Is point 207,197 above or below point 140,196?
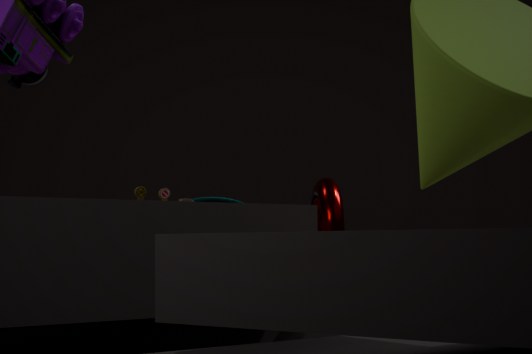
below
